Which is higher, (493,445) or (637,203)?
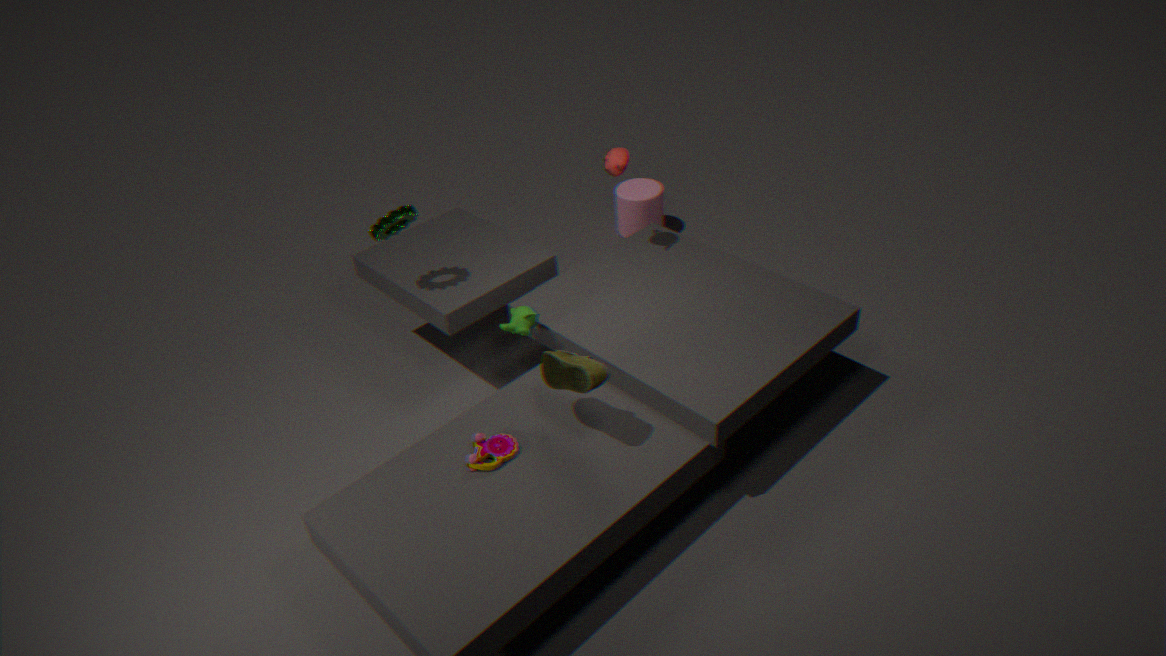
(493,445)
